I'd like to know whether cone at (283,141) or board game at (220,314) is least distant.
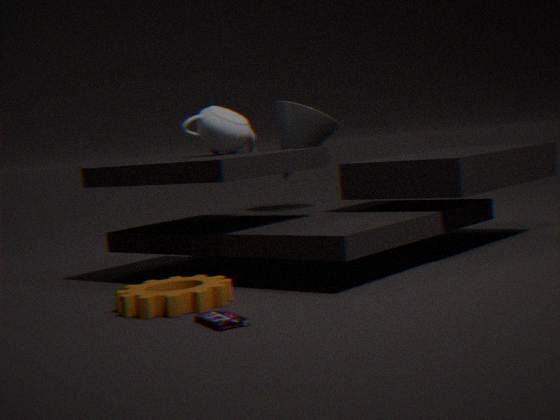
board game at (220,314)
